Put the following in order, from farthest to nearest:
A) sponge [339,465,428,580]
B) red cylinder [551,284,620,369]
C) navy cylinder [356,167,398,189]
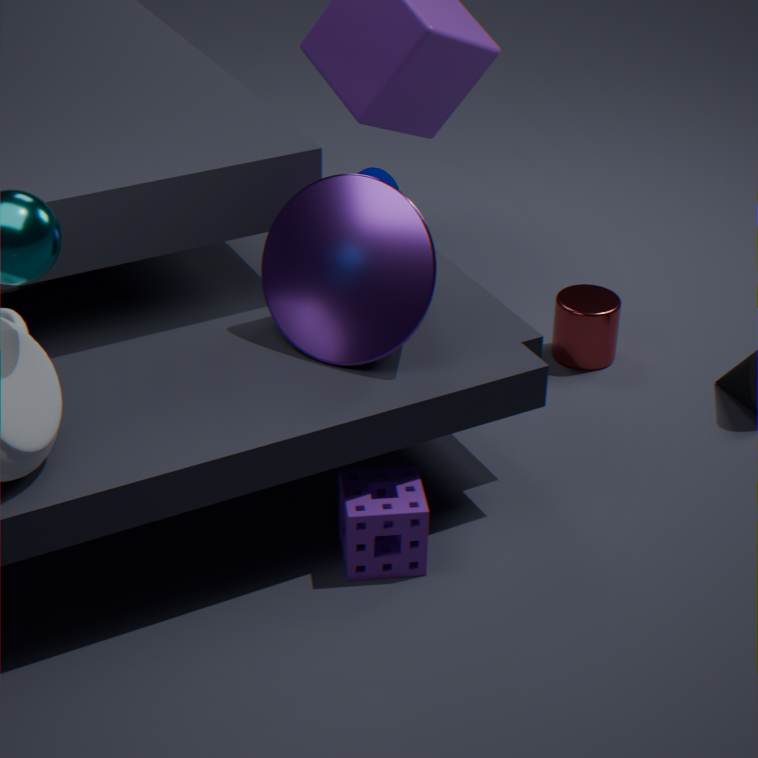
navy cylinder [356,167,398,189], red cylinder [551,284,620,369], sponge [339,465,428,580]
